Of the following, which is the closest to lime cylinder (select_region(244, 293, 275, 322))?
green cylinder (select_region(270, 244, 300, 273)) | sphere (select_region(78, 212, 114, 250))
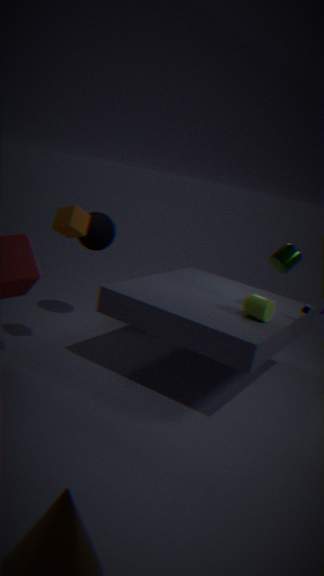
green cylinder (select_region(270, 244, 300, 273))
